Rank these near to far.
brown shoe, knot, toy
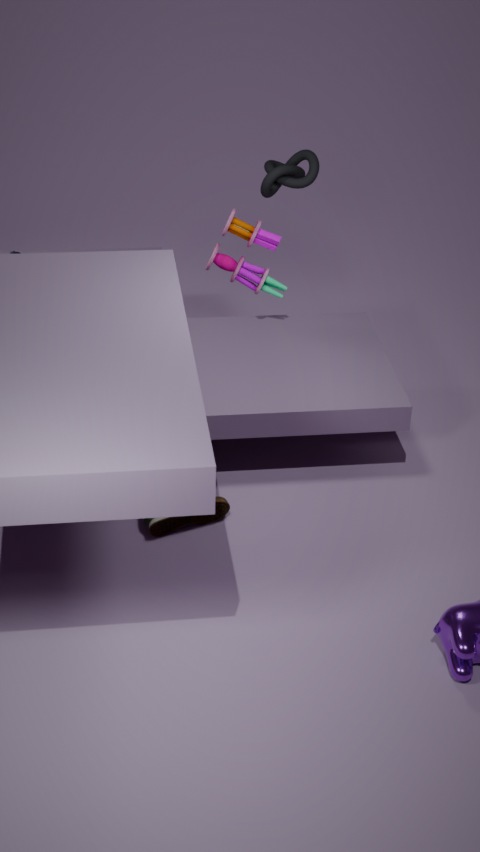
brown shoe, knot, toy
